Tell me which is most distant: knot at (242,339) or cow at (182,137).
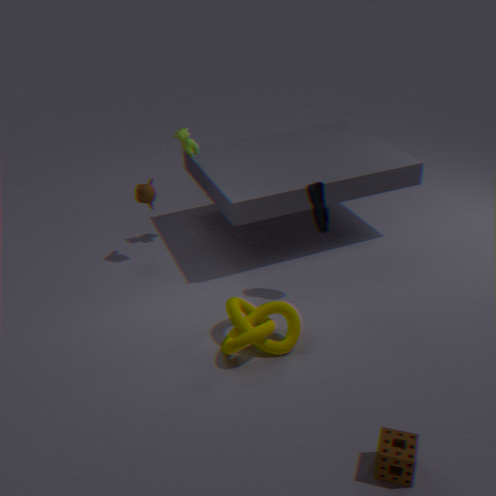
cow at (182,137)
